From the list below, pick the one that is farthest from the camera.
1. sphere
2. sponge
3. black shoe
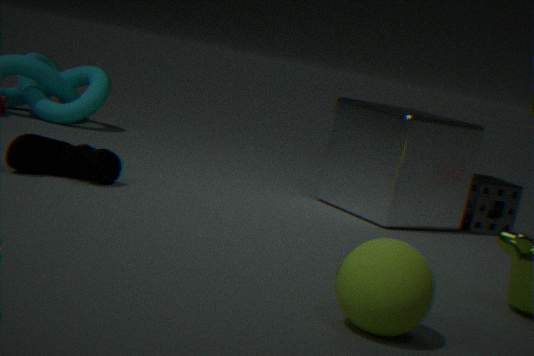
sponge
